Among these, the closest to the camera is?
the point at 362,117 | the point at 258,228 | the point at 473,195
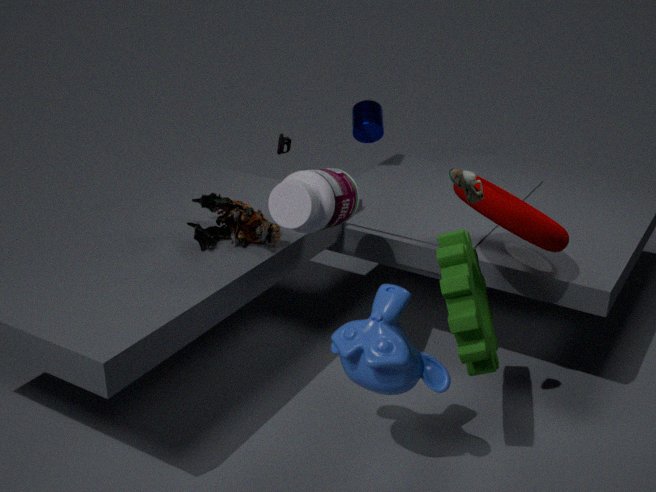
the point at 473,195
